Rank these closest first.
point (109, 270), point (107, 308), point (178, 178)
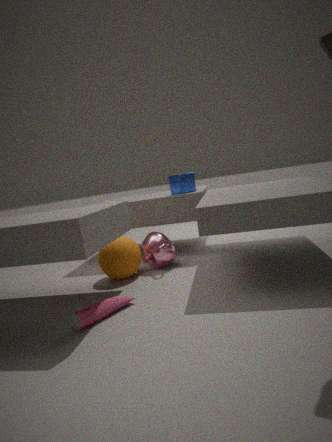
1. point (107, 308)
2. point (109, 270)
3. point (178, 178)
